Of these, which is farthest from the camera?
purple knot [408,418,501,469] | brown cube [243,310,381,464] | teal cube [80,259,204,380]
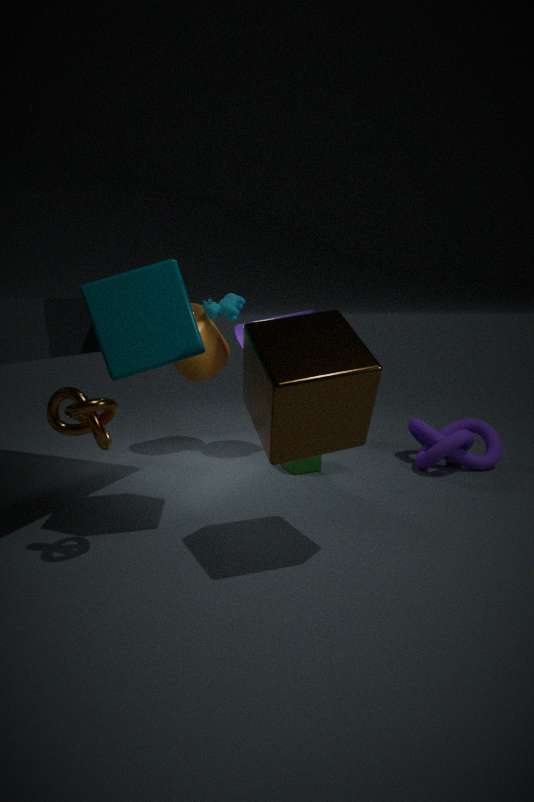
purple knot [408,418,501,469]
